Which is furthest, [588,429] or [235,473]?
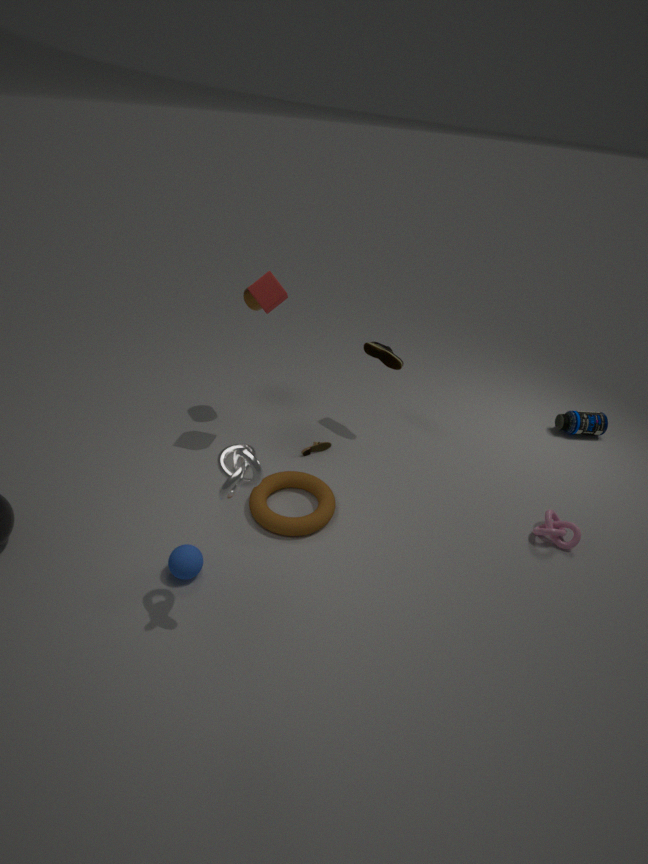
[588,429]
